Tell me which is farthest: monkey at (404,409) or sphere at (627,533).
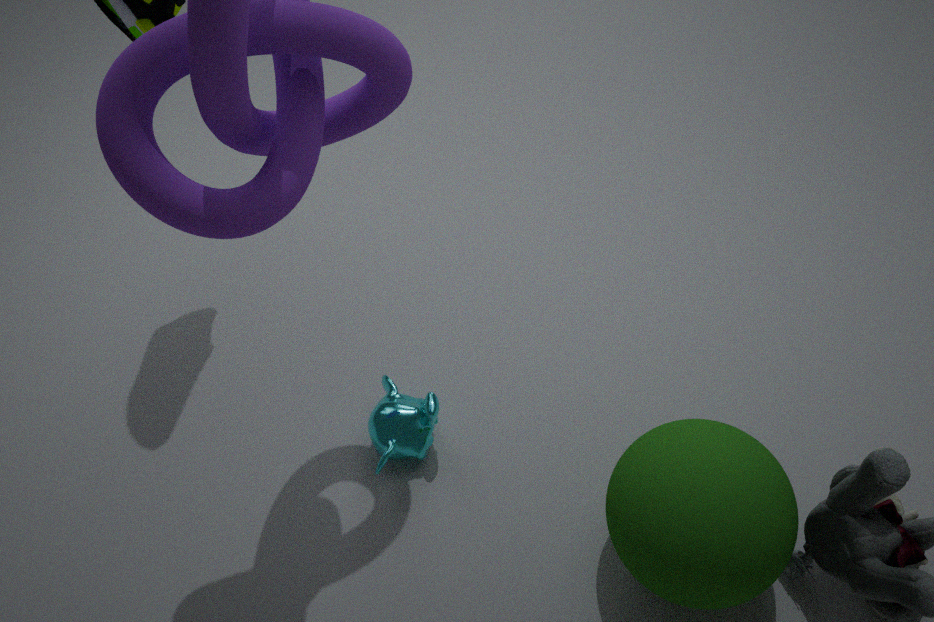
monkey at (404,409)
